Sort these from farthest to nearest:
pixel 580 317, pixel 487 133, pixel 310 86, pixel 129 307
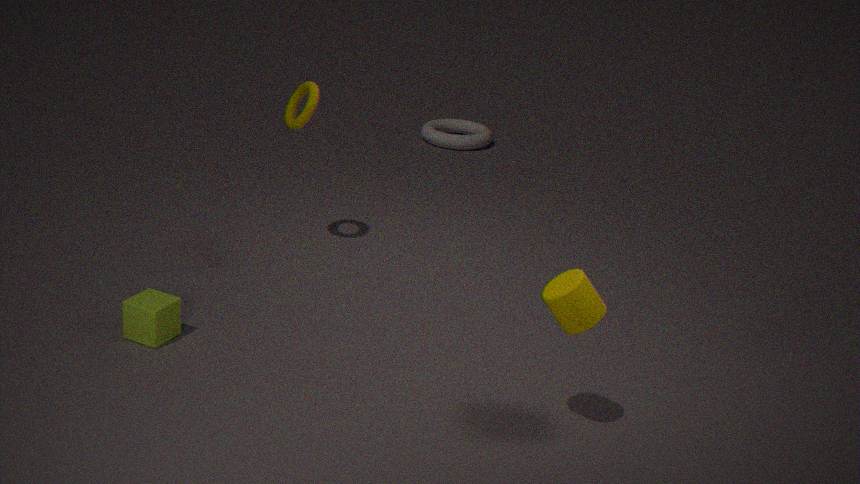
pixel 487 133, pixel 310 86, pixel 129 307, pixel 580 317
